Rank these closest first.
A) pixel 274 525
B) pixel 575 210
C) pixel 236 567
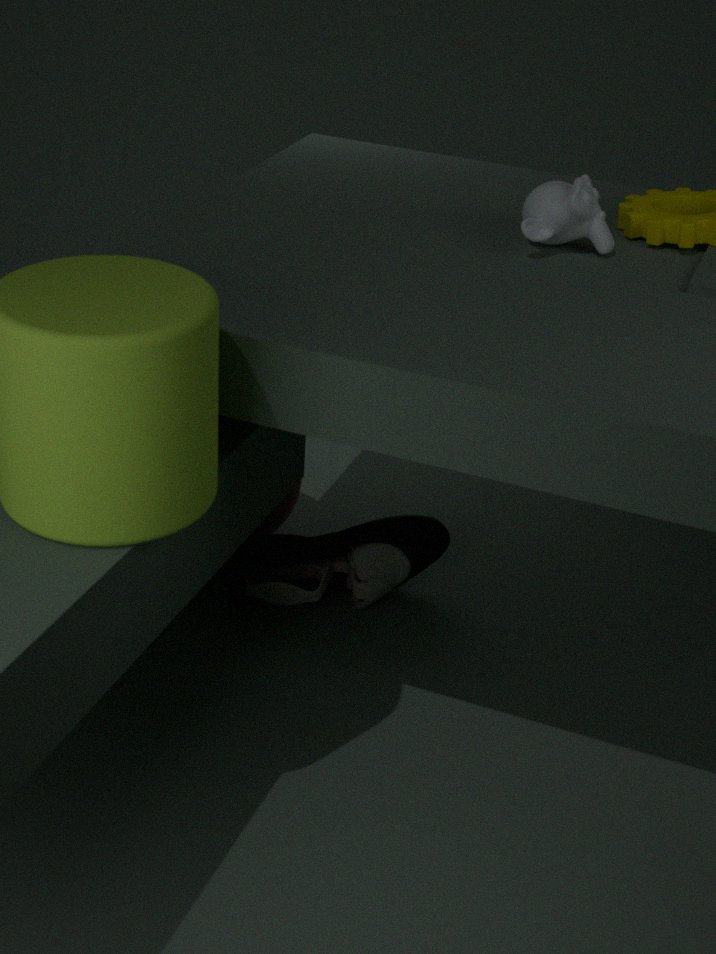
1. pixel 575 210
2. pixel 236 567
3. pixel 274 525
